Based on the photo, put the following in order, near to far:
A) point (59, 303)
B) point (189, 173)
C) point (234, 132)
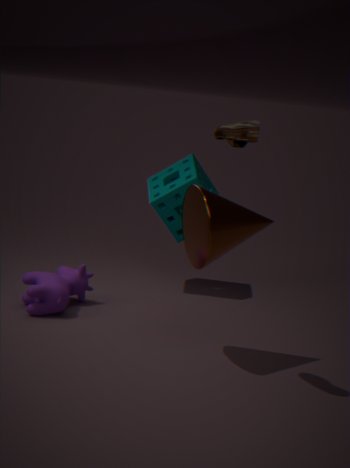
point (234, 132) < point (59, 303) < point (189, 173)
